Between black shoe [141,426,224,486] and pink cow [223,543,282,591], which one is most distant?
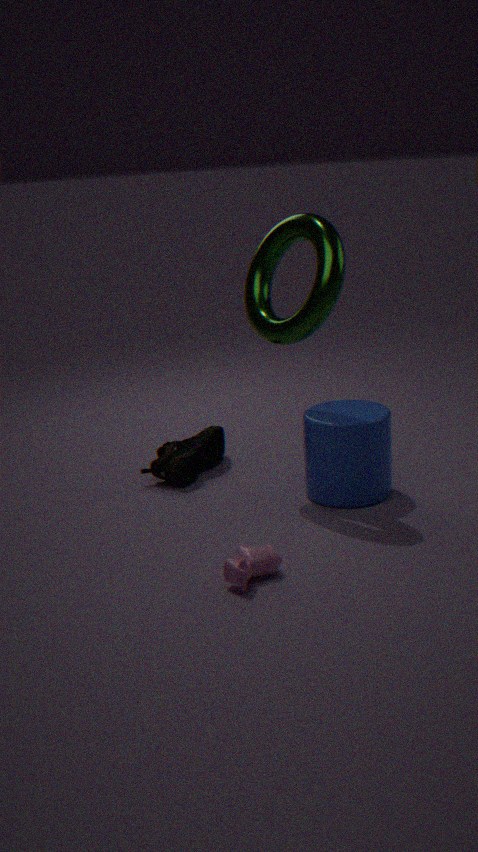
black shoe [141,426,224,486]
